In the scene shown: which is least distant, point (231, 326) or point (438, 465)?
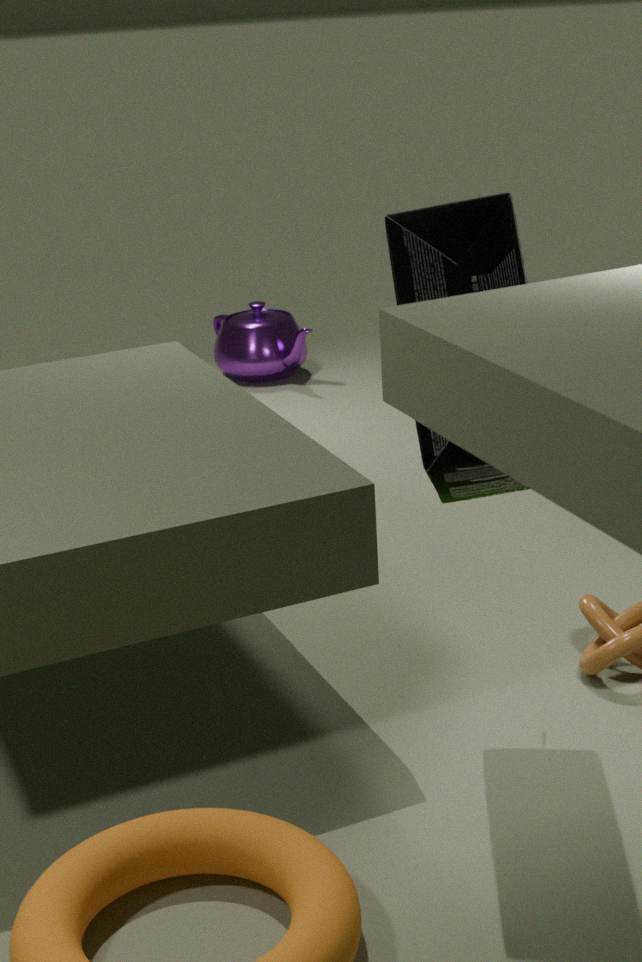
point (438, 465)
